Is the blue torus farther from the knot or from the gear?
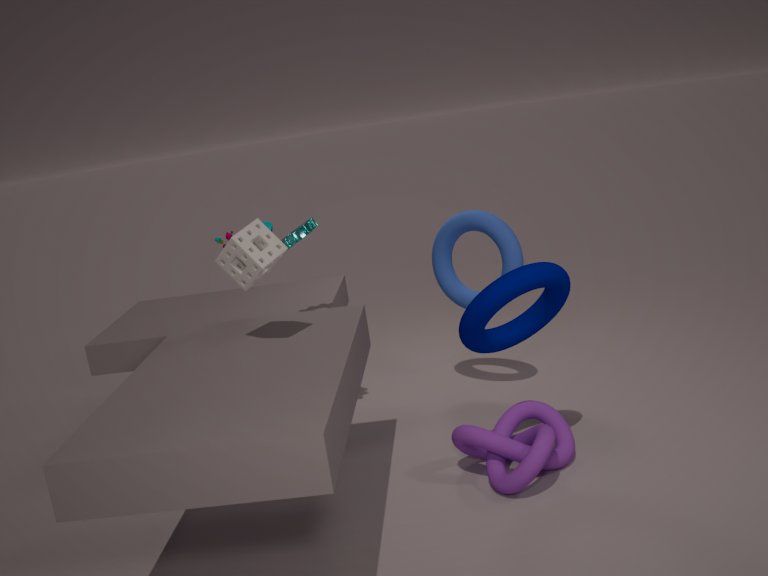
the knot
